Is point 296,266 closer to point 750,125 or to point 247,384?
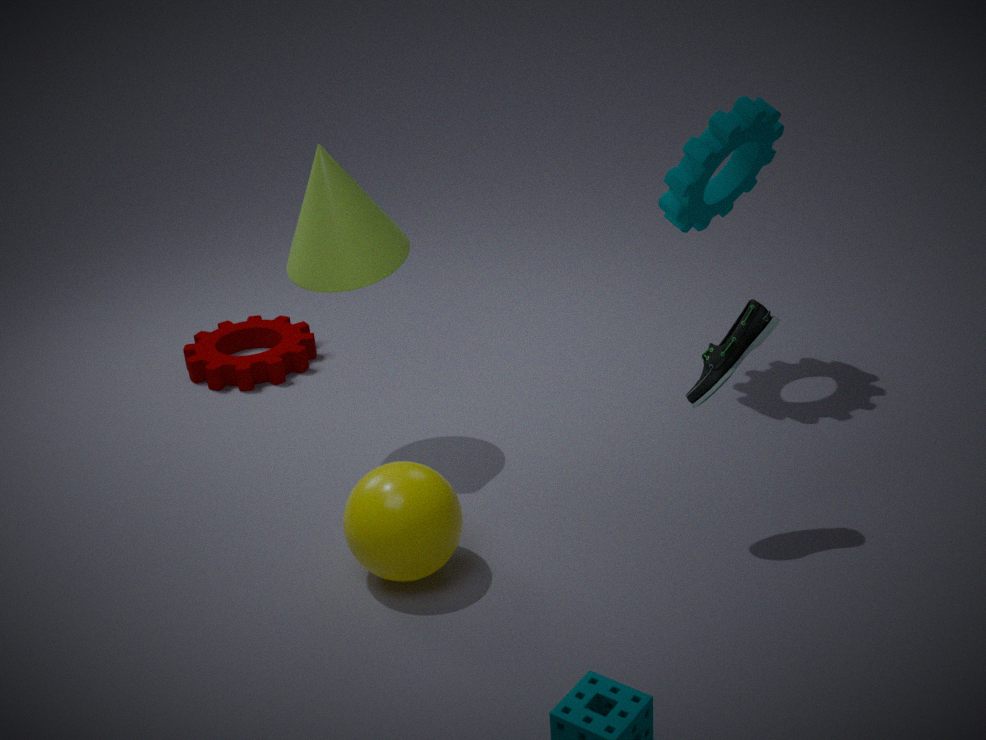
point 247,384
